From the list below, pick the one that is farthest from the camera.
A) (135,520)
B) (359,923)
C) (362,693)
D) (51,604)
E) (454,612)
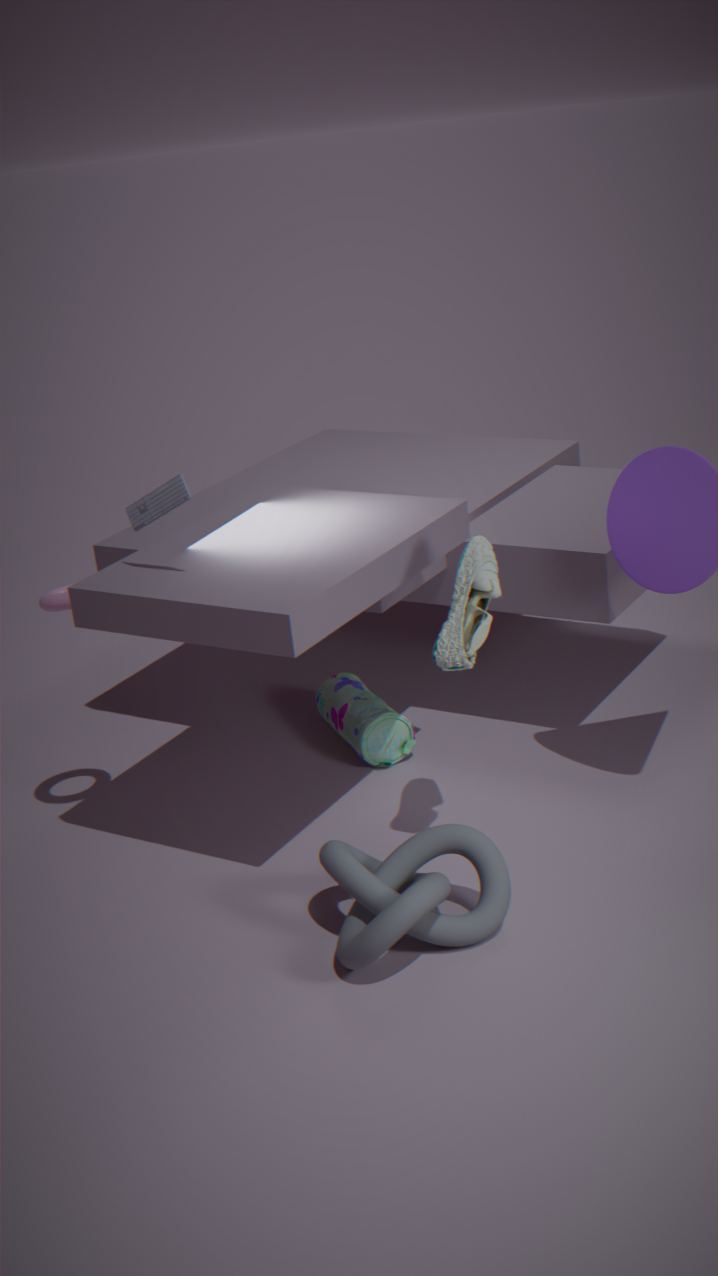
(362,693)
